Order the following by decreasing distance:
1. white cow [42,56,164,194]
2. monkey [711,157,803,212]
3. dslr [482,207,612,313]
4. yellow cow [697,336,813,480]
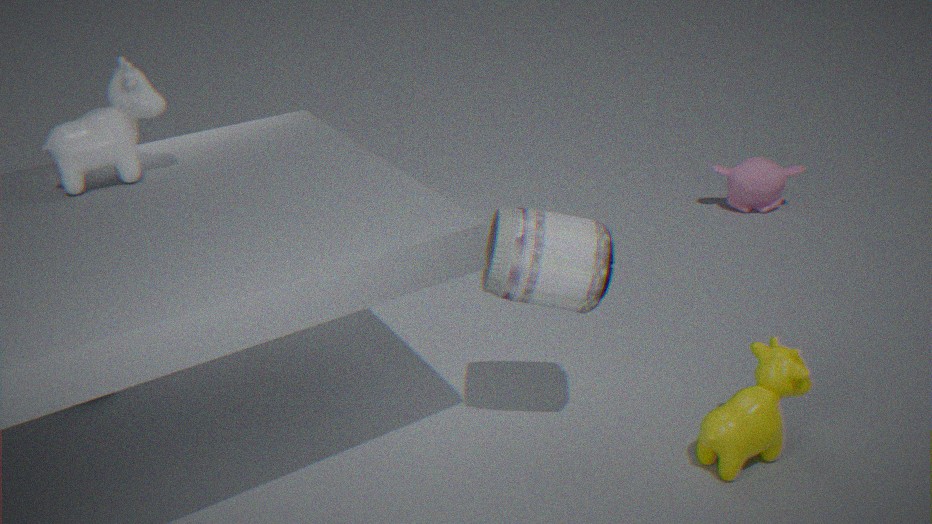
monkey [711,157,803,212], white cow [42,56,164,194], yellow cow [697,336,813,480], dslr [482,207,612,313]
